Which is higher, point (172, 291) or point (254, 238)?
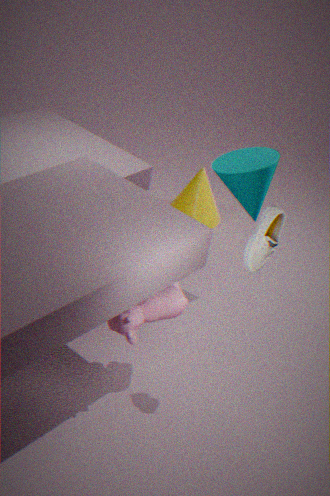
point (254, 238)
